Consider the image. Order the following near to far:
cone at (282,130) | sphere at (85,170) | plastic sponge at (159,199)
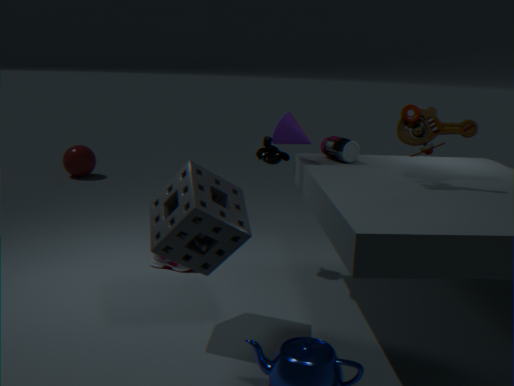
plastic sponge at (159,199) → cone at (282,130) → sphere at (85,170)
